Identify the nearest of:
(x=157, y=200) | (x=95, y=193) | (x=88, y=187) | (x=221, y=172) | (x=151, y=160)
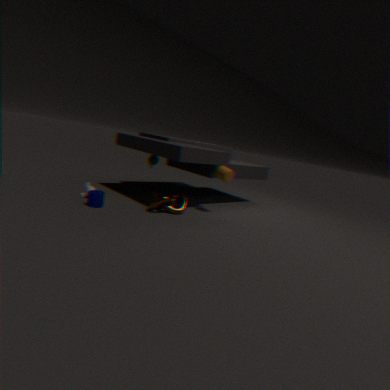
(x=95, y=193)
